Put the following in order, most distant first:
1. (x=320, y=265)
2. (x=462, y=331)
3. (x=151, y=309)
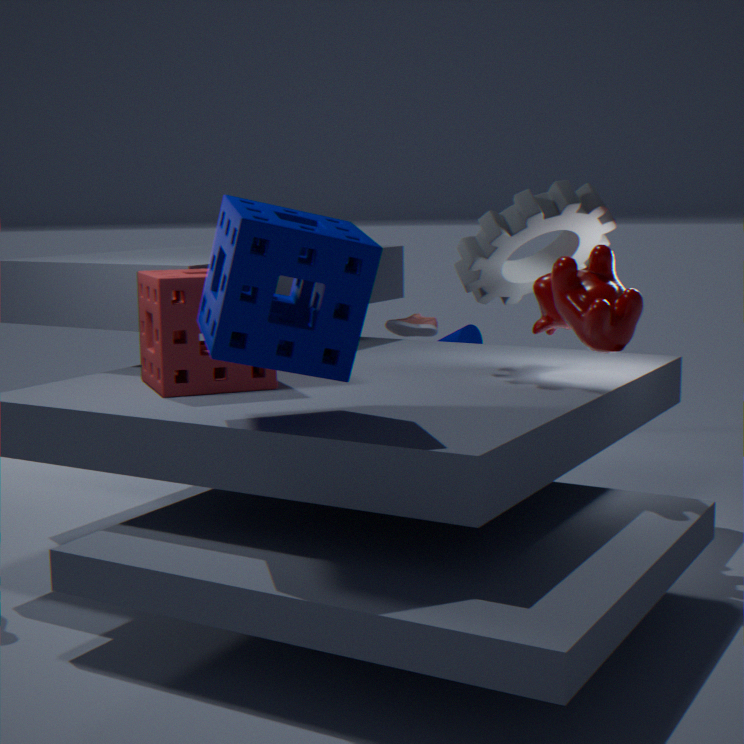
(x=462, y=331) → (x=151, y=309) → (x=320, y=265)
